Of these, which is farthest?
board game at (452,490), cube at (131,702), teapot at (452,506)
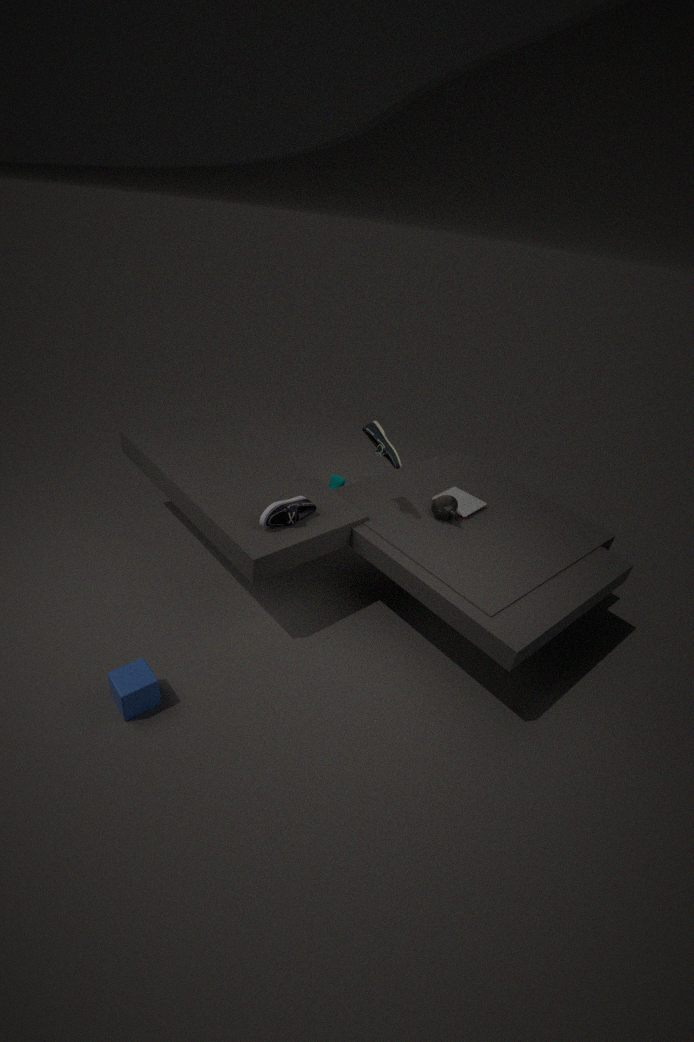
board game at (452,490)
